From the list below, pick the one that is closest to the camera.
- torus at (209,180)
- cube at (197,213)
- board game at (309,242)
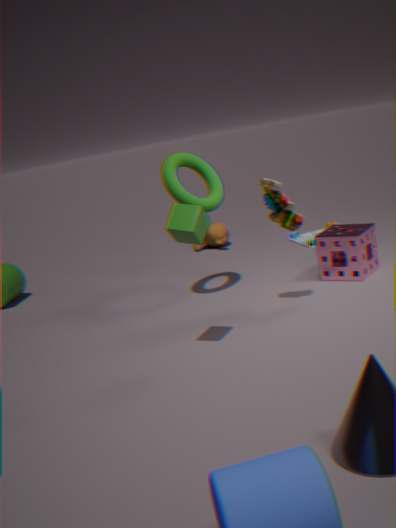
cube at (197,213)
